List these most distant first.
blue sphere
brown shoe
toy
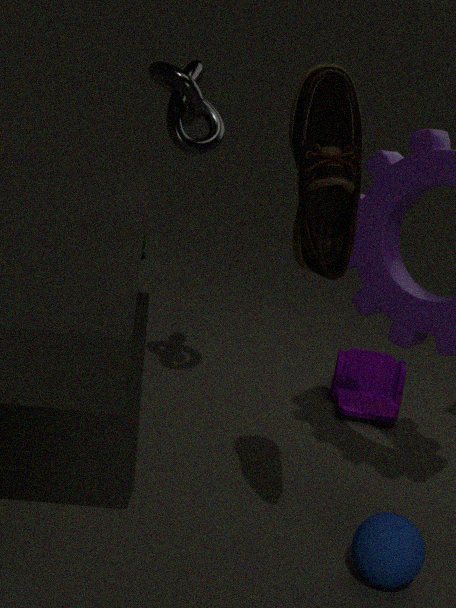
toy < blue sphere < brown shoe
